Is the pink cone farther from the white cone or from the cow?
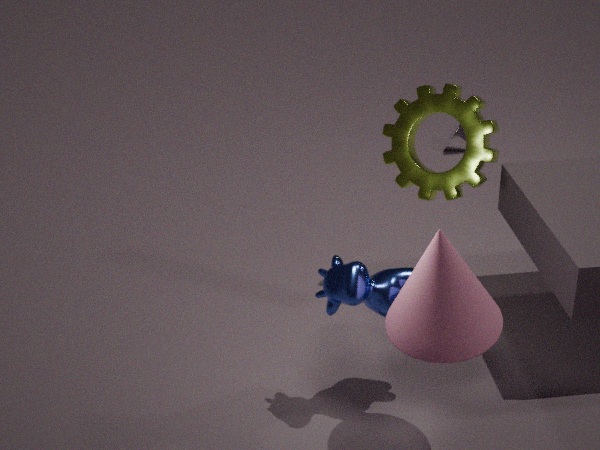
the white cone
